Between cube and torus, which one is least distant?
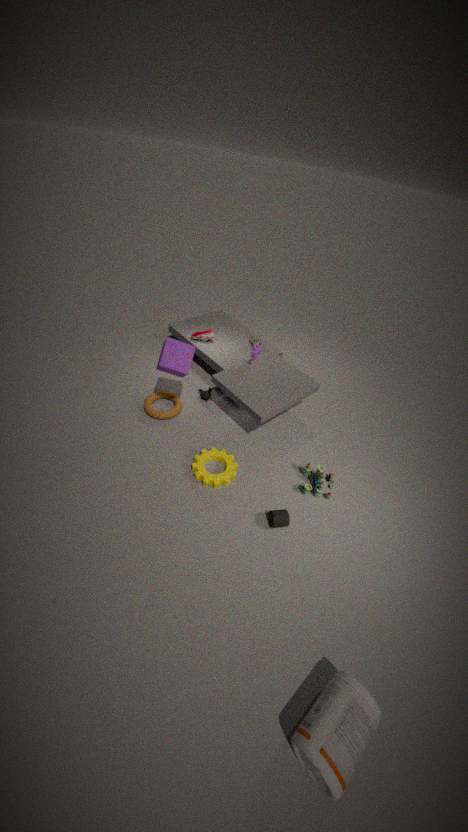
cube
